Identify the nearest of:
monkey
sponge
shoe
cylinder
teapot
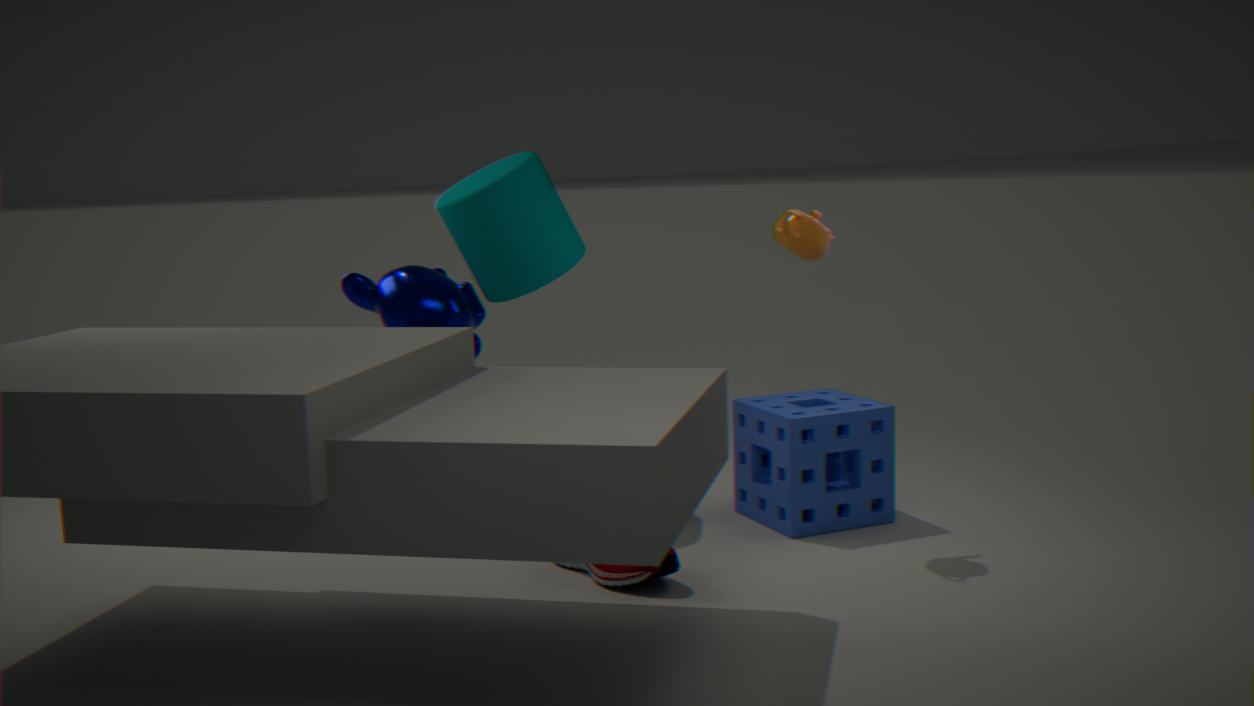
shoe
